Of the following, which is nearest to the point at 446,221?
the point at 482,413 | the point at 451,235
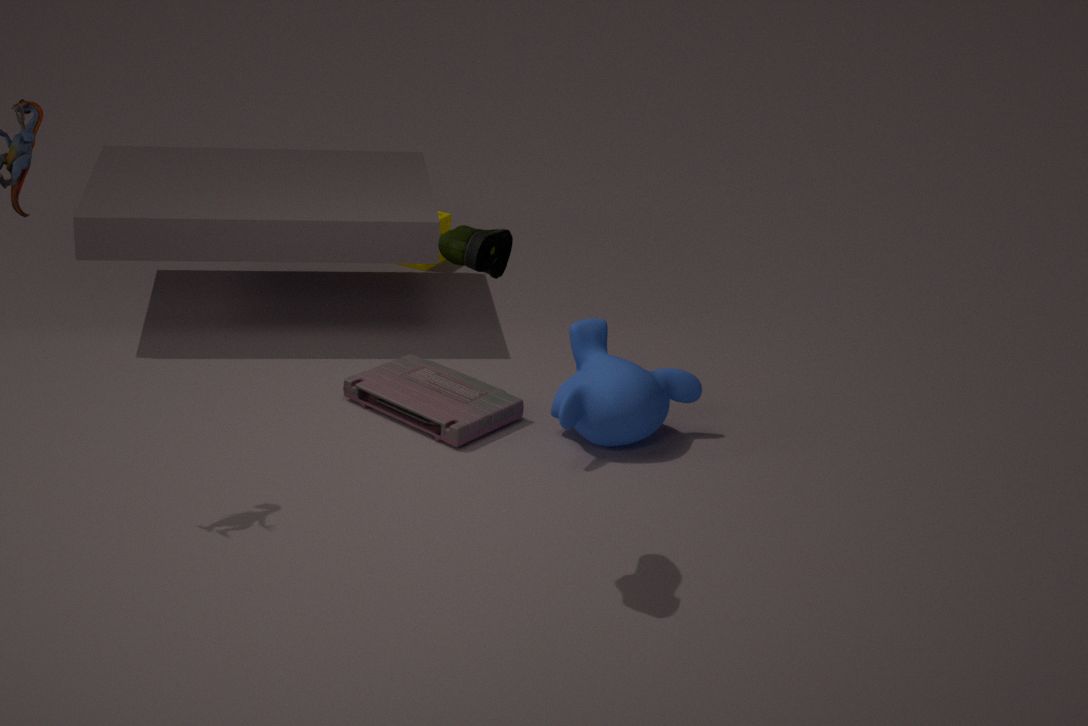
the point at 482,413
